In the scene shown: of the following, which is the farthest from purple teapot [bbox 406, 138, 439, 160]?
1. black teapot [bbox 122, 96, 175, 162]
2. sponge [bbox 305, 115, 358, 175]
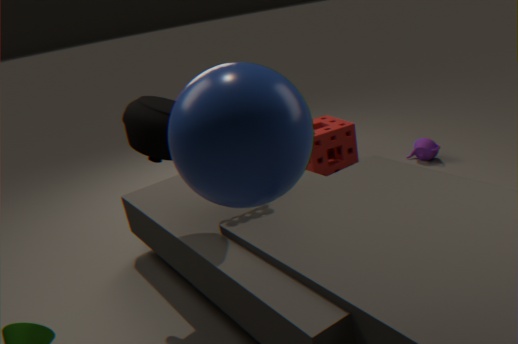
black teapot [bbox 122, 96, 175, 162]
